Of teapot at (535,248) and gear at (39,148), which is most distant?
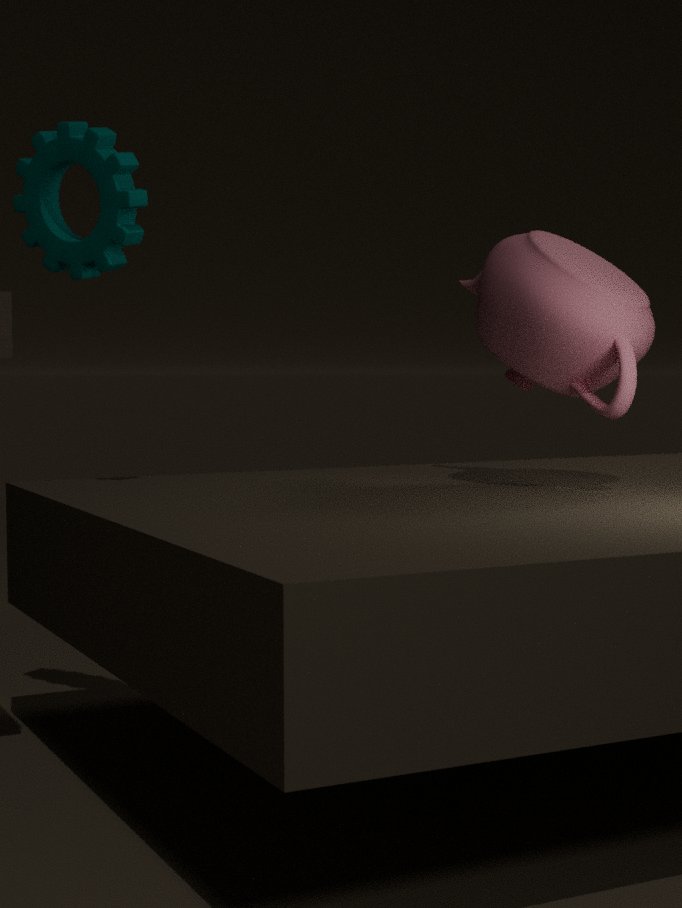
gear at (39,148)
